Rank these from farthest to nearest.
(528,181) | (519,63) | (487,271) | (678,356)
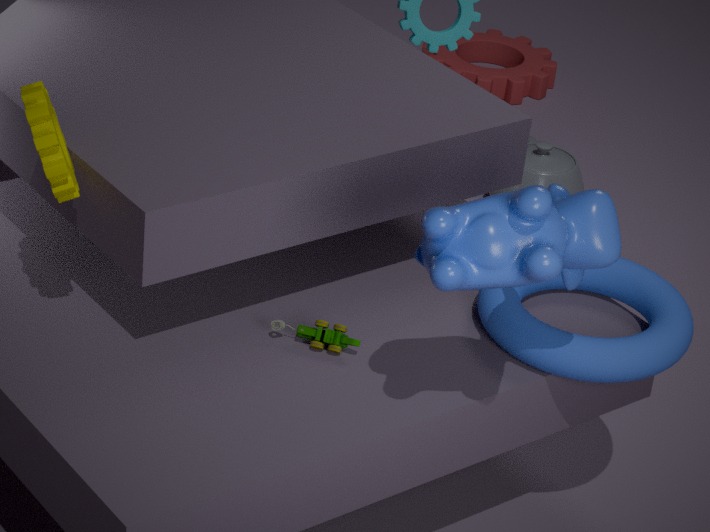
(519,63), (528,181), (678,356), (487,271)
